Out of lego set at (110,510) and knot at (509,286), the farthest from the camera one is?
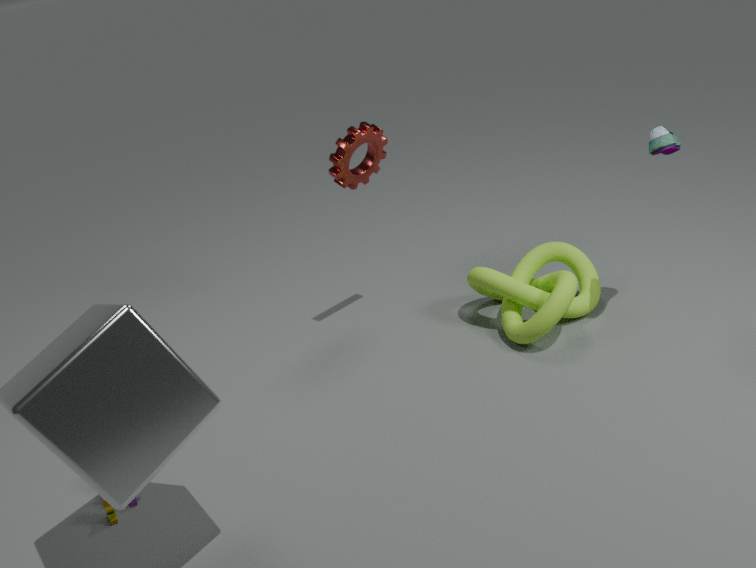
knot at (509,286)
